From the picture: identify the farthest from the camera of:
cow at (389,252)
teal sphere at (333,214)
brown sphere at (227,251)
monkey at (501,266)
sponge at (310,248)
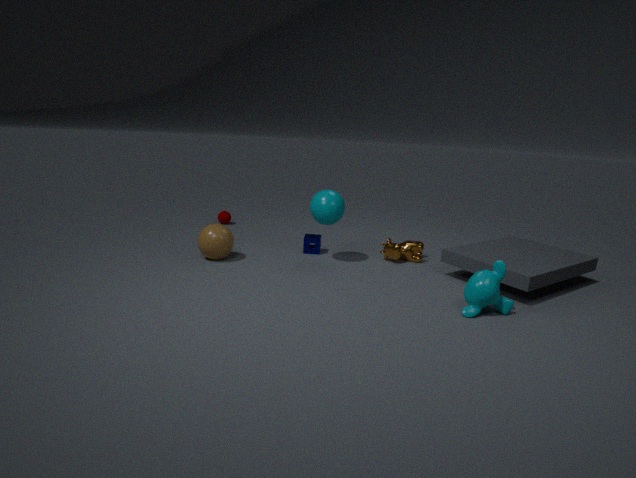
sponge at (310,248)
